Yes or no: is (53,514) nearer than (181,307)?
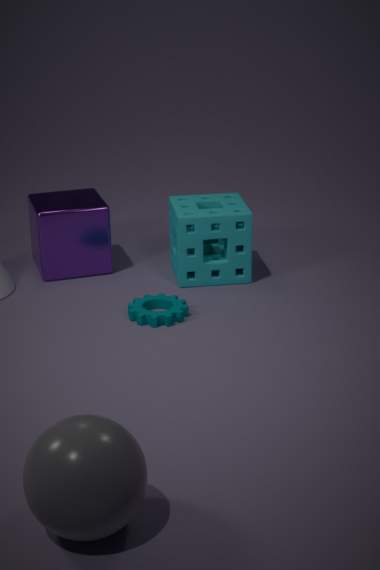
Yes
